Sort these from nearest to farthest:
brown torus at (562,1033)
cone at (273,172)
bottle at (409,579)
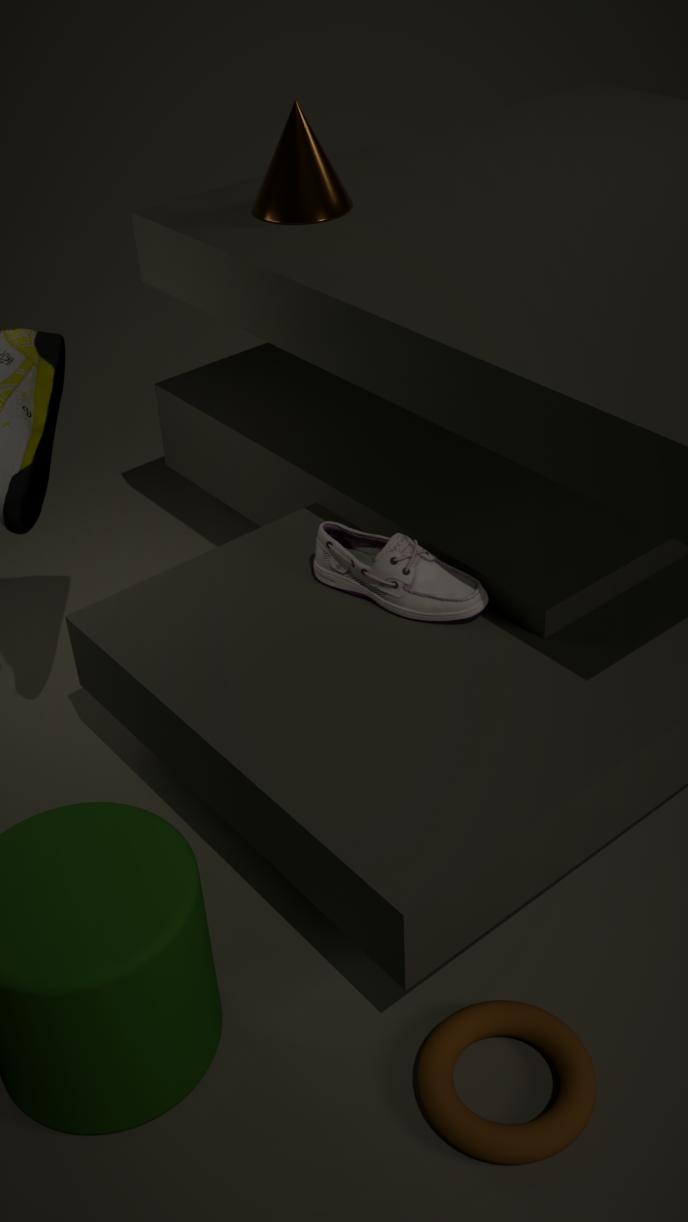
brown torus at (562,1033) < bottle at (409,579) < cone at (273,172)
